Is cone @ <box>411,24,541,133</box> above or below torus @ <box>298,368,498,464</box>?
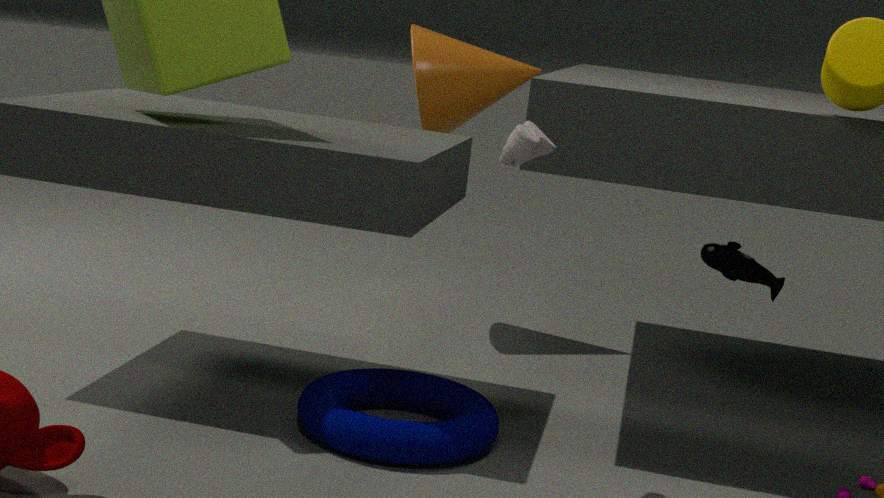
above
